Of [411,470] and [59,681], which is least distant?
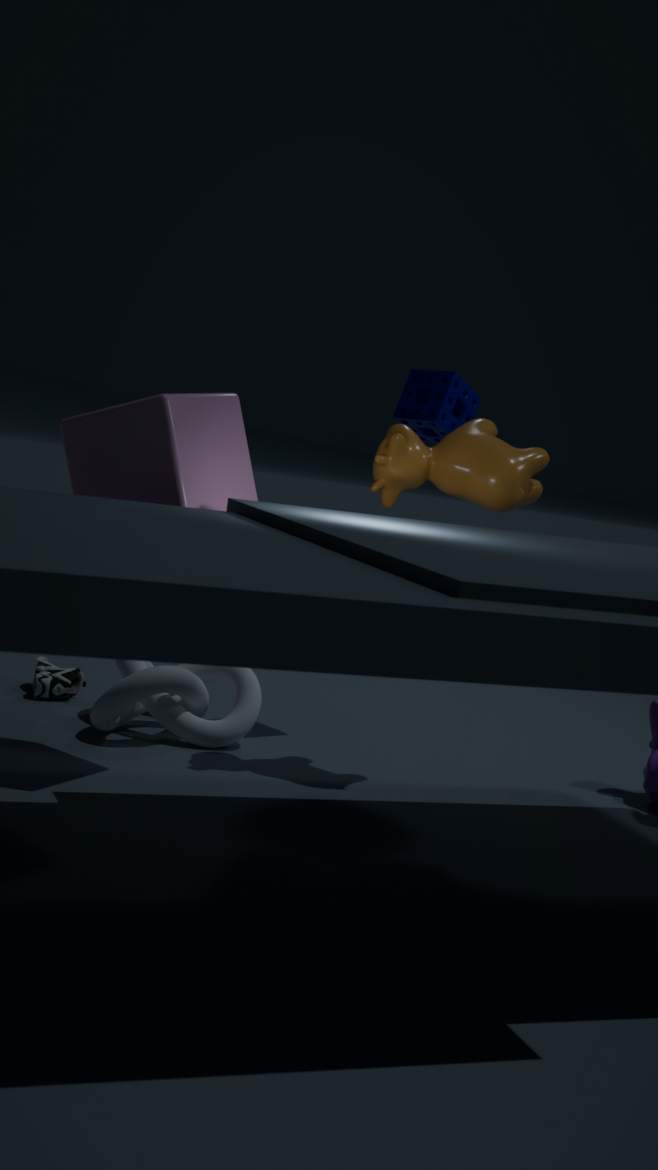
[411,470]
